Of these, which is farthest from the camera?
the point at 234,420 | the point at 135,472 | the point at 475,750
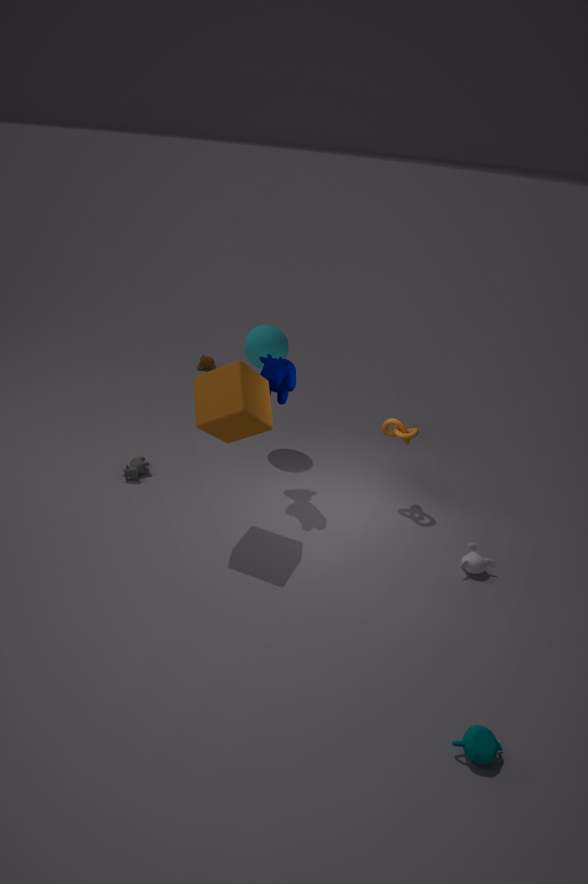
the point at 135,472
